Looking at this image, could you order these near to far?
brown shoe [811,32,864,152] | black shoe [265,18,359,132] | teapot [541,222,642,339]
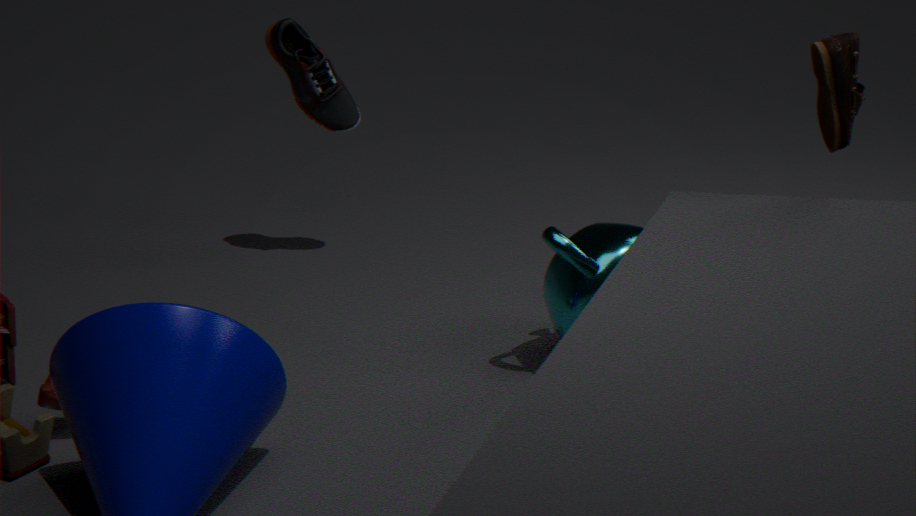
1. brown shoe [811,32,864,152]
2. teapot [541,222,642,339]
3. black shoe [265,18,359,132]
